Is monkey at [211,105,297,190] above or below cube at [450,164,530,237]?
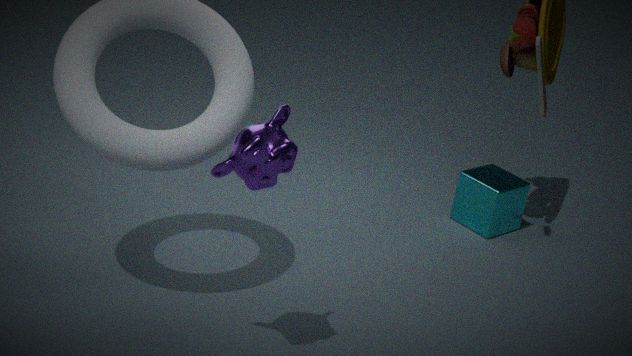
above
